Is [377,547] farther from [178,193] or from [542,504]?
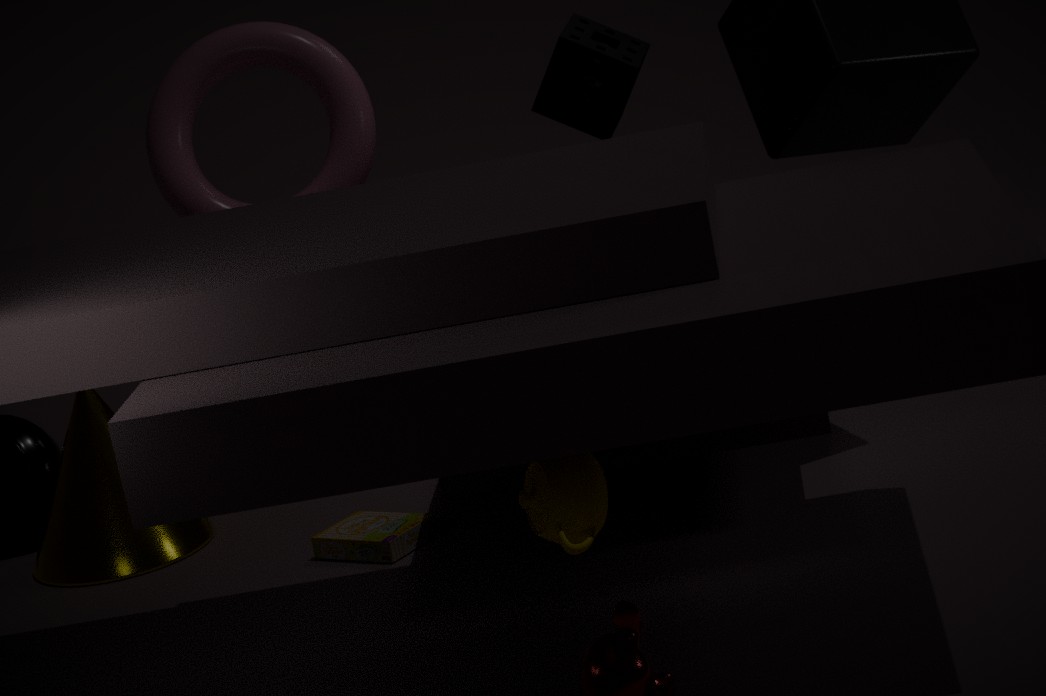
[542,504]
